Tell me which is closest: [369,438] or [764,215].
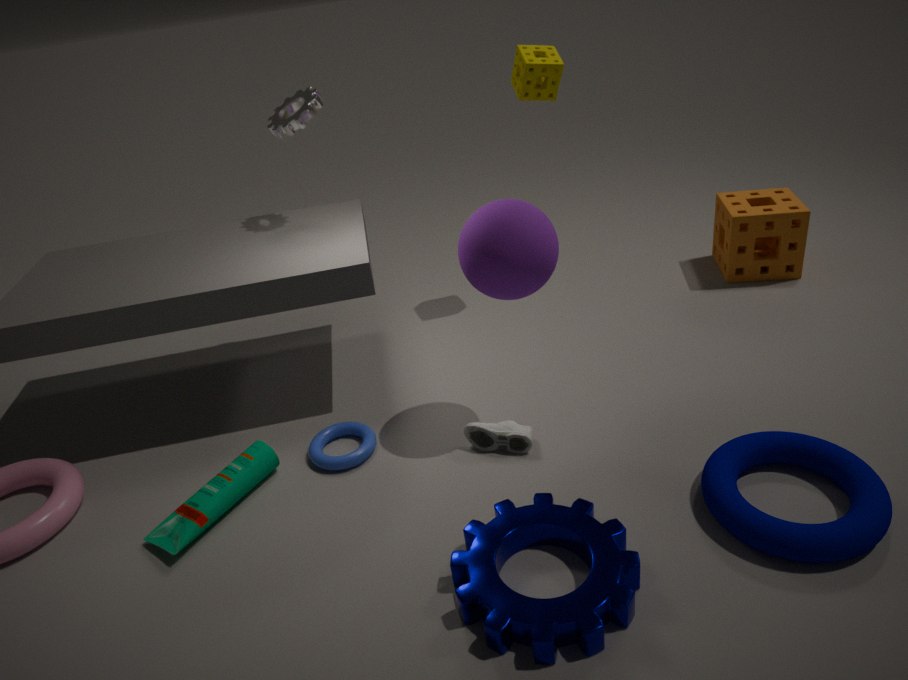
[369,438]
